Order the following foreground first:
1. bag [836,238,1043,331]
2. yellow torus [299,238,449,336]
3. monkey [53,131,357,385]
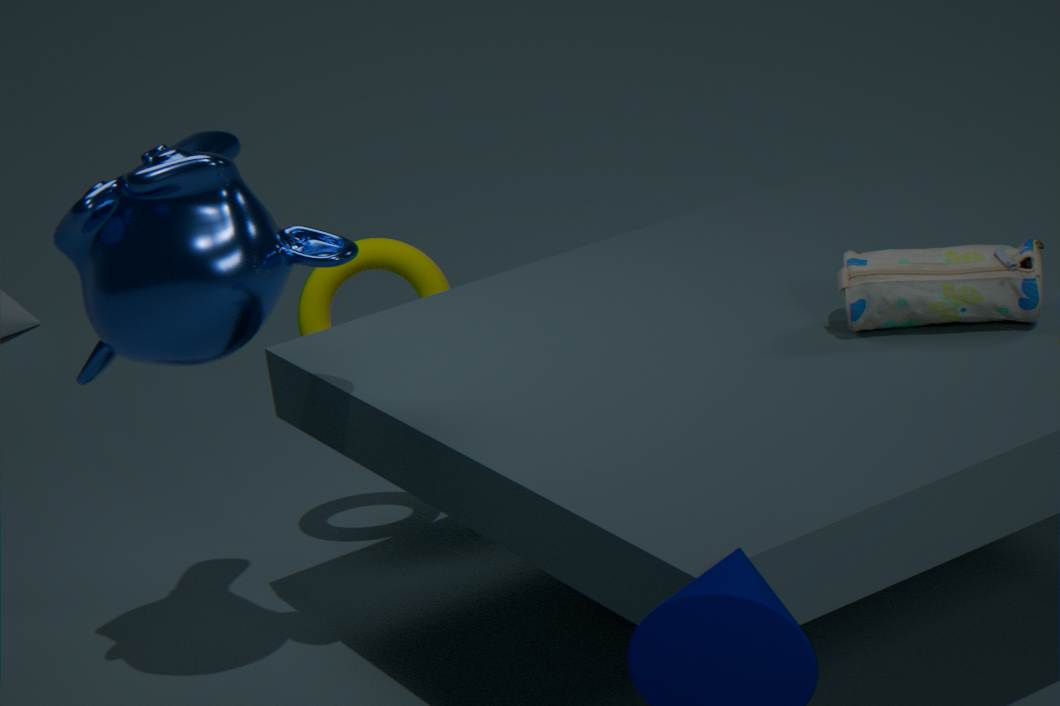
1. monkey [53,131,357,385]
2. bag [836,238,1043,331]
3. yellow torus [299,238,449,336]
